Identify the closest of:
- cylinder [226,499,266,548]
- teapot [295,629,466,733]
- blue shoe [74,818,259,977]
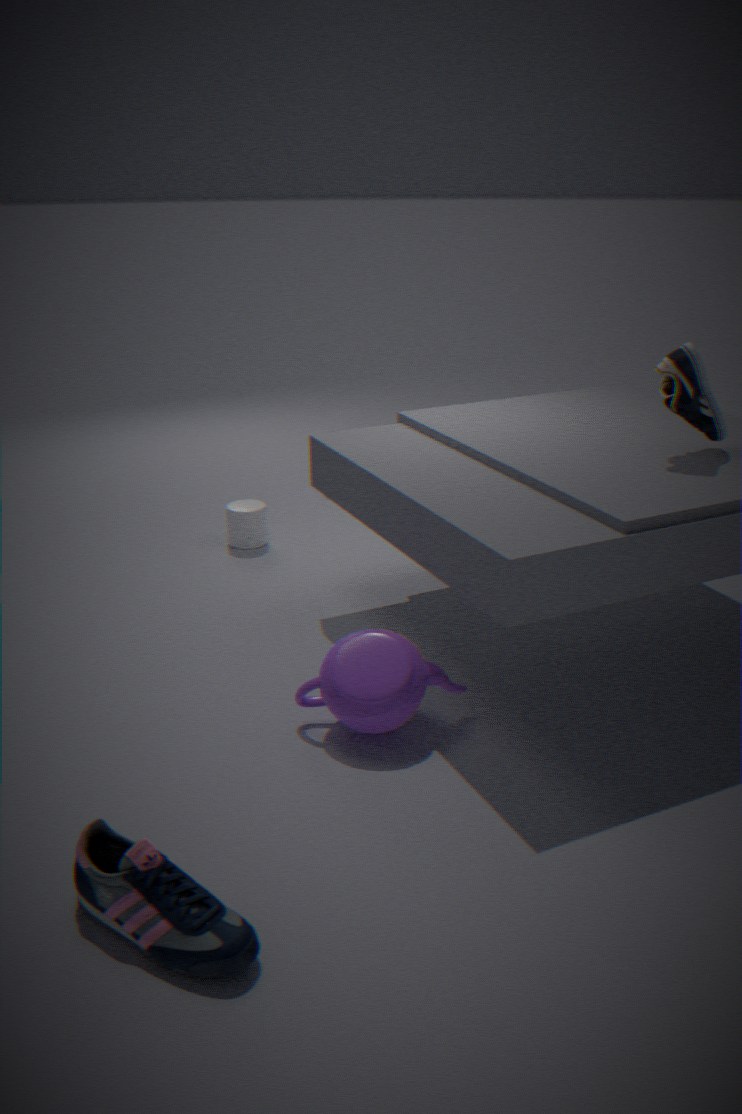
blue shoe [74,818,259,977]
